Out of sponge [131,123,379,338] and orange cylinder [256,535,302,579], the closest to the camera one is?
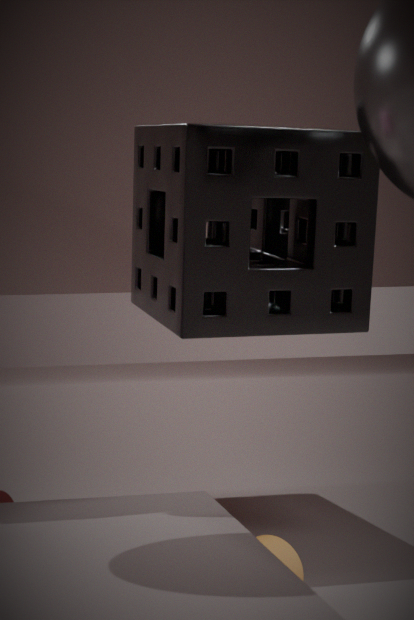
sponge [131,123,379,338]
